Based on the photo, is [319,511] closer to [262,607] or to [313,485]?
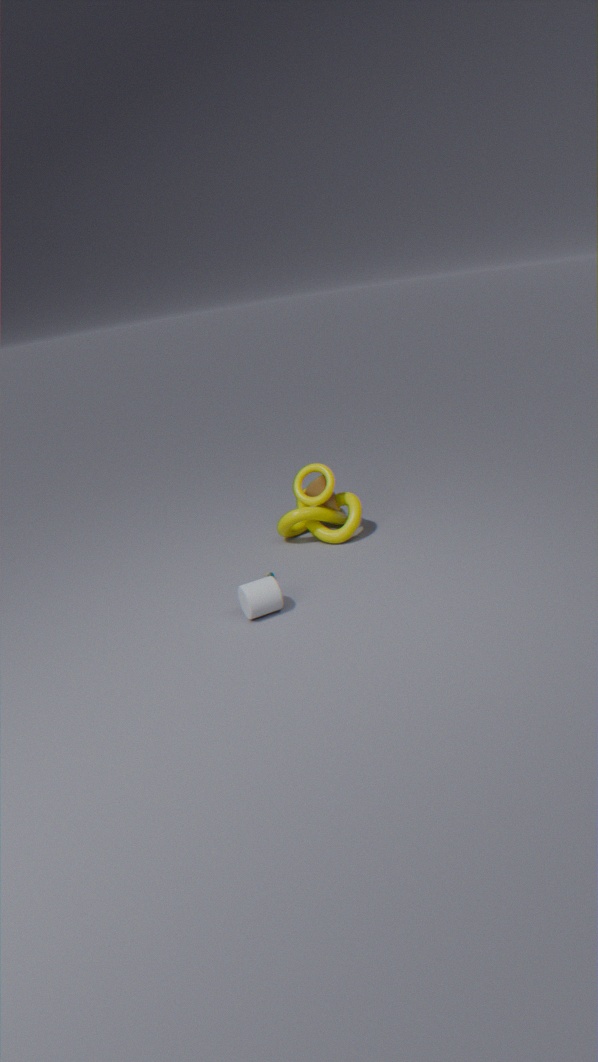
[313,485]
